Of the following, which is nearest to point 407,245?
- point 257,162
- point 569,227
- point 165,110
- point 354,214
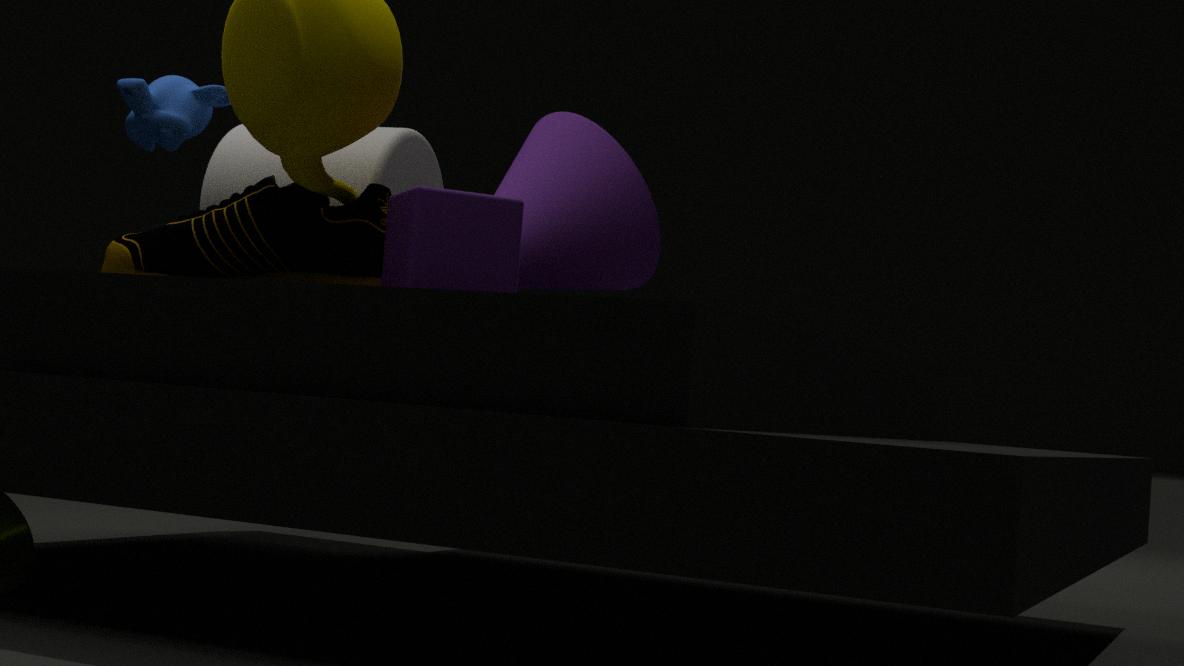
point 354,214
